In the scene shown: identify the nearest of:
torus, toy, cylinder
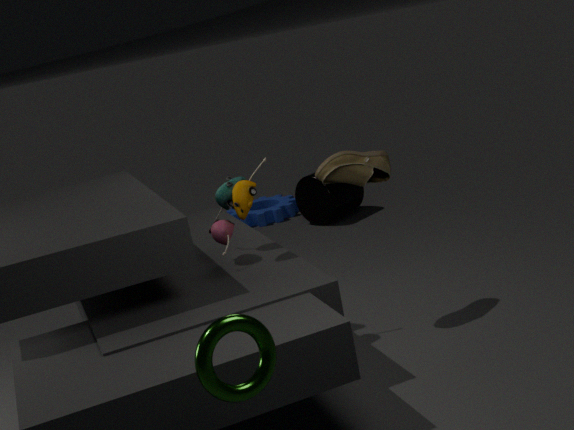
torus
